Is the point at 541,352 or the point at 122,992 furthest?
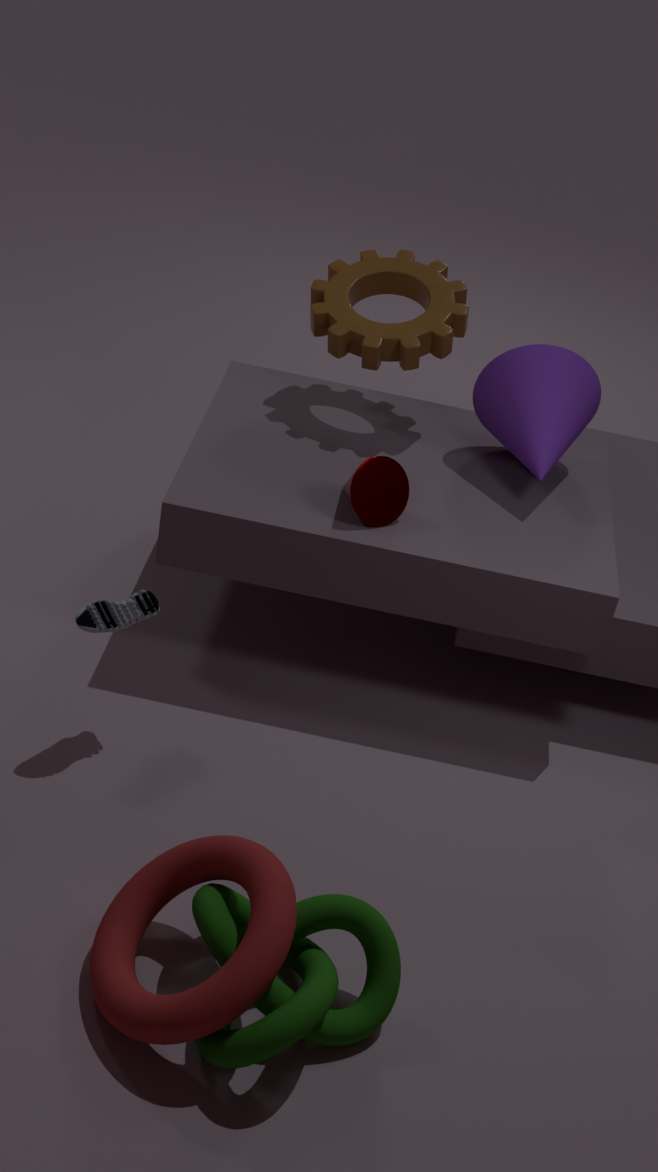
the point at 541,352
